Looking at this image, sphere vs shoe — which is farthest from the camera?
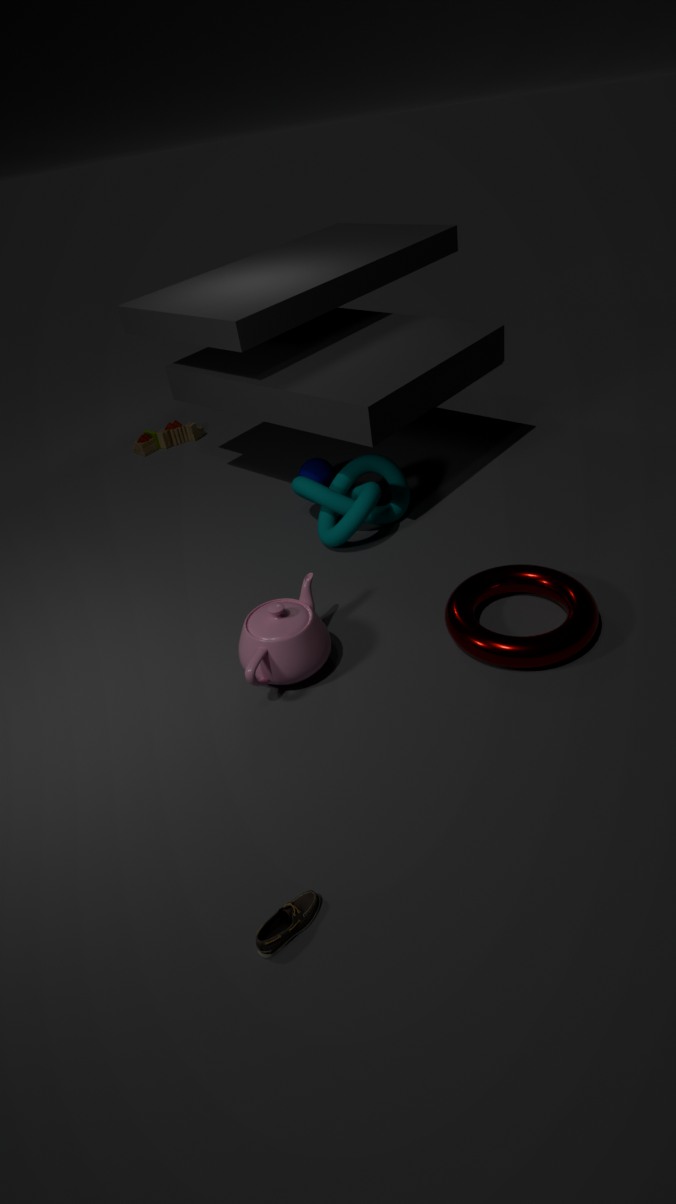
sphere
